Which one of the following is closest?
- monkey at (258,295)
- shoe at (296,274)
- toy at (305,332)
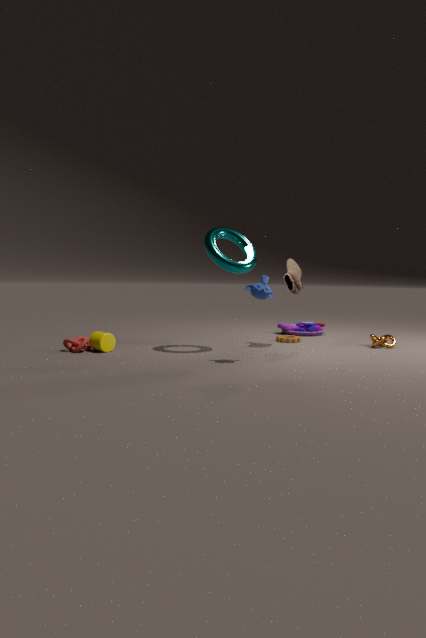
monkey at (258,295)
